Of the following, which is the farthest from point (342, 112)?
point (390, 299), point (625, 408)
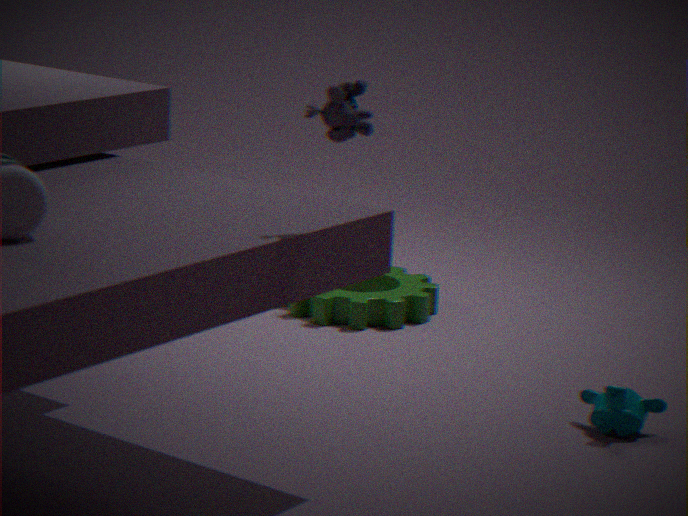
point (390, 299)
